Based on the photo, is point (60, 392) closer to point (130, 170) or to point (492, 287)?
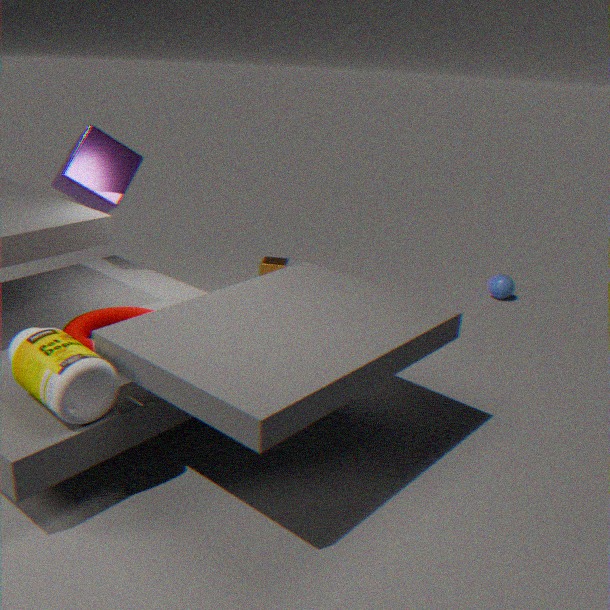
point (130, 170)
